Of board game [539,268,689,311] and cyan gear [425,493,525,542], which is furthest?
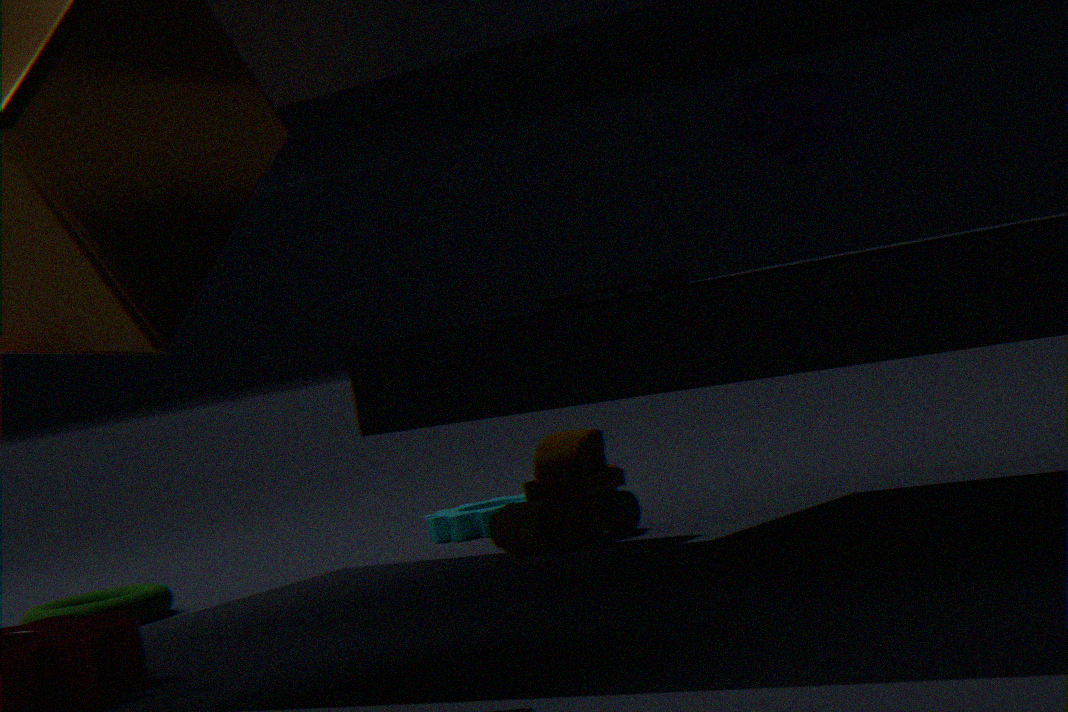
cyan gear [425,493,525,542]
